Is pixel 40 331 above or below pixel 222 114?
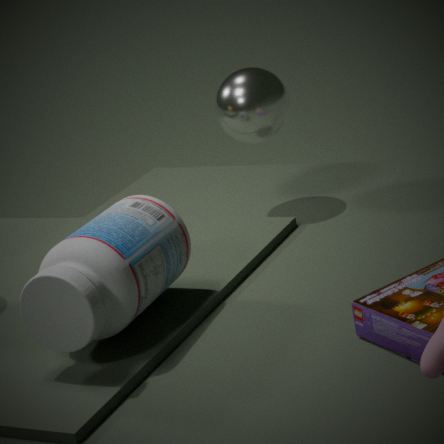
below
